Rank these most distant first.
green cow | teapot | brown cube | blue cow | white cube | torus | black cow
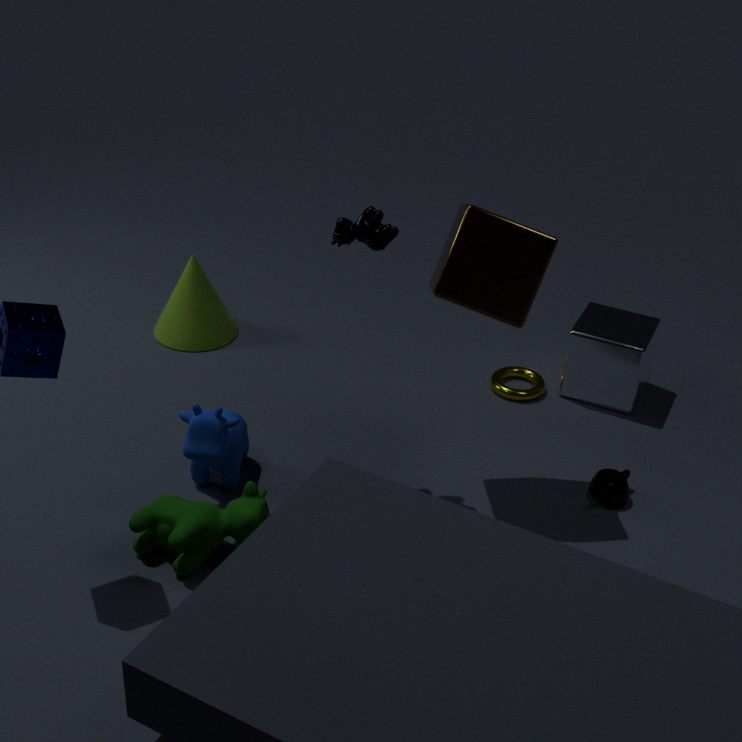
1. torus
2. white cube
3. teapot
4. blue cow
5. black cow
6. brown cube
7. green cow
